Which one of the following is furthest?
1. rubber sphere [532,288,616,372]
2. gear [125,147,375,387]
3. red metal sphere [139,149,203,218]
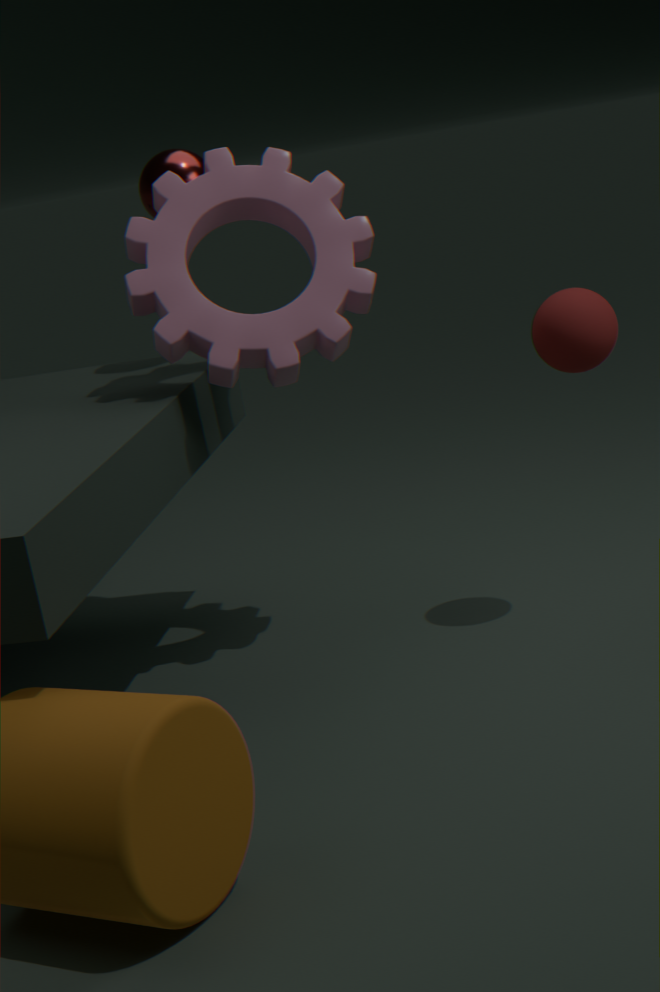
red metal sphere [139,149,203,218]
